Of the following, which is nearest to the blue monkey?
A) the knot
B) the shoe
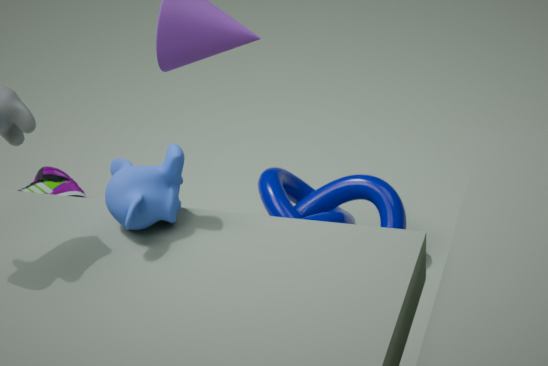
the knot
